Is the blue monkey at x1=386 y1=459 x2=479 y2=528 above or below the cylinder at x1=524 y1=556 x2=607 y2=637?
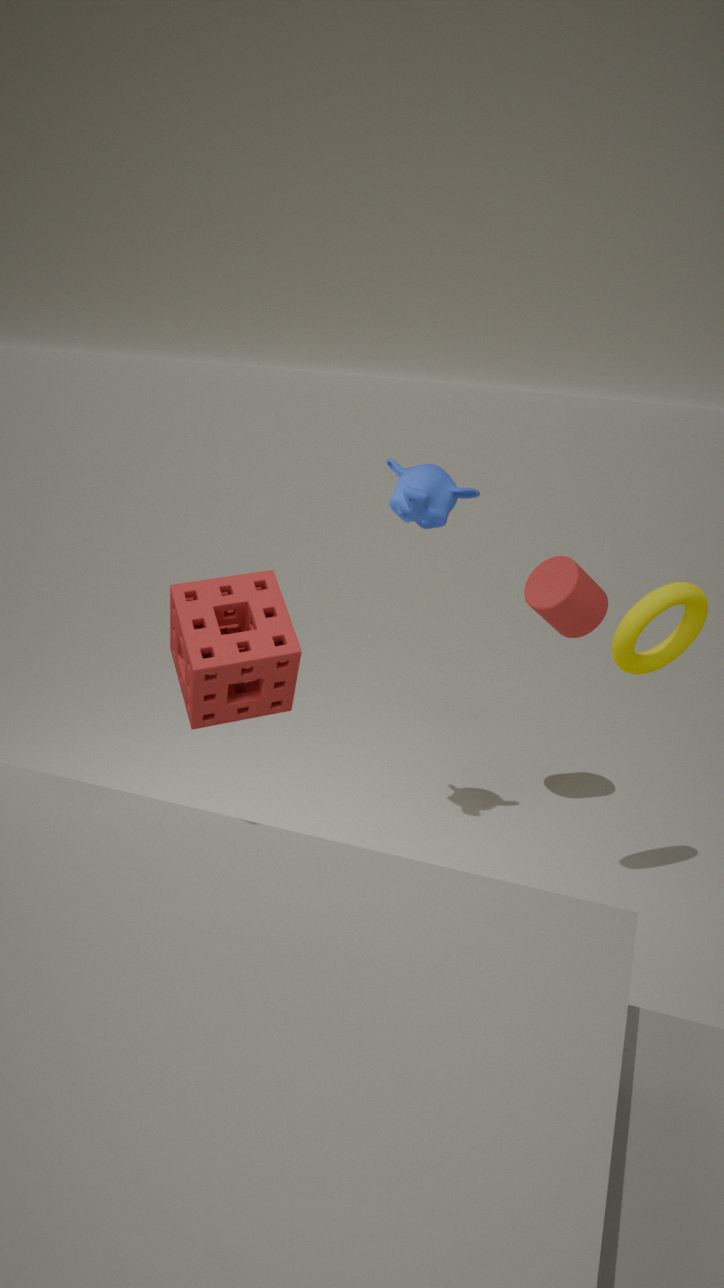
above
